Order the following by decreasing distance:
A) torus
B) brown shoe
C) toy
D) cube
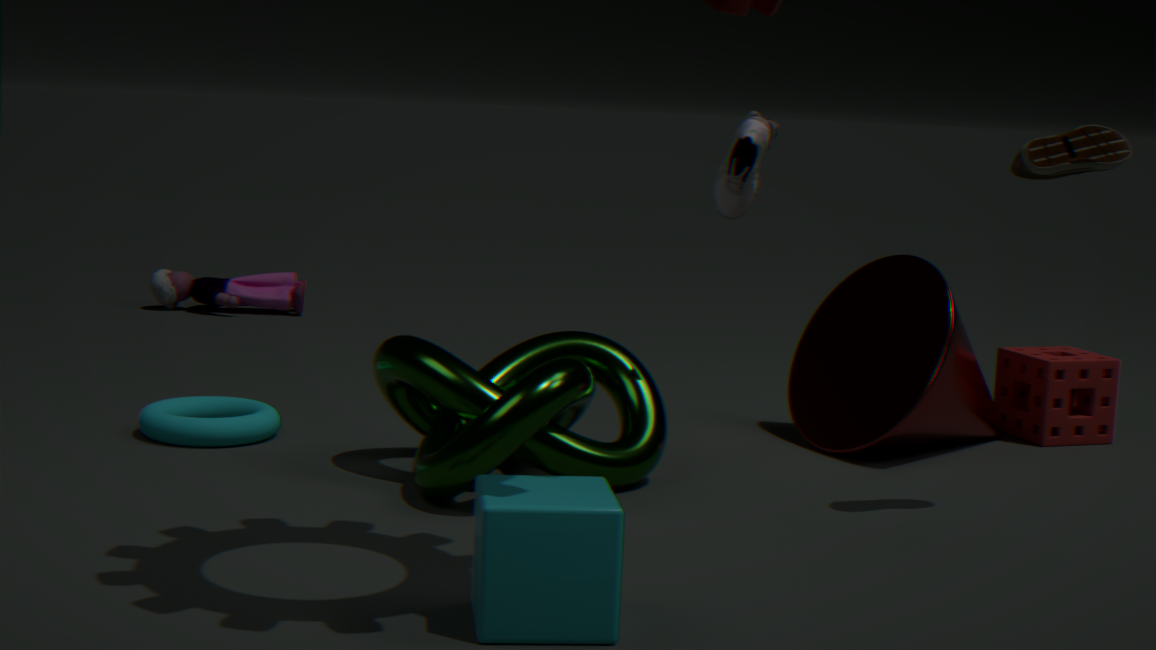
toy < torus < brown shoe < cube
